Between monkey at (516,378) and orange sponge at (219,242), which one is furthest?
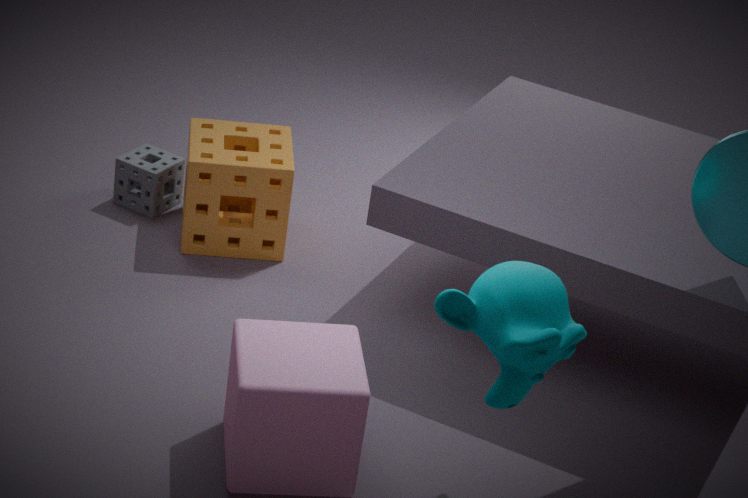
orange sponge at (219,242)
